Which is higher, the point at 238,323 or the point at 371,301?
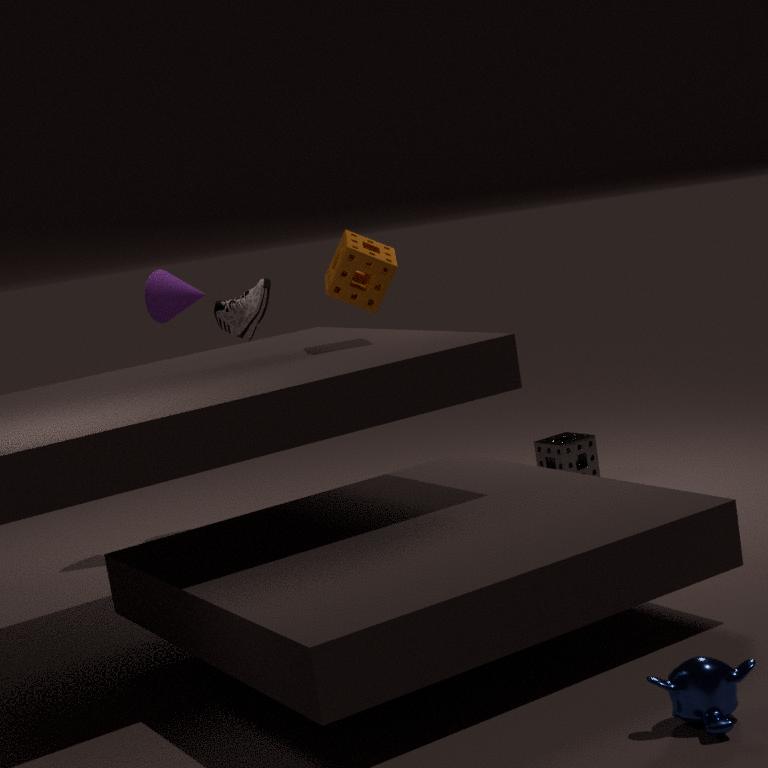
the point at 371,301
